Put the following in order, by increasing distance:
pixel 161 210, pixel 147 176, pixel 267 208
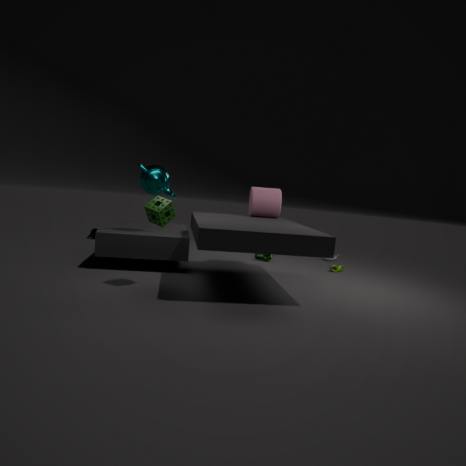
pixel 161 210
pixel 147 176
pixel 267 208
